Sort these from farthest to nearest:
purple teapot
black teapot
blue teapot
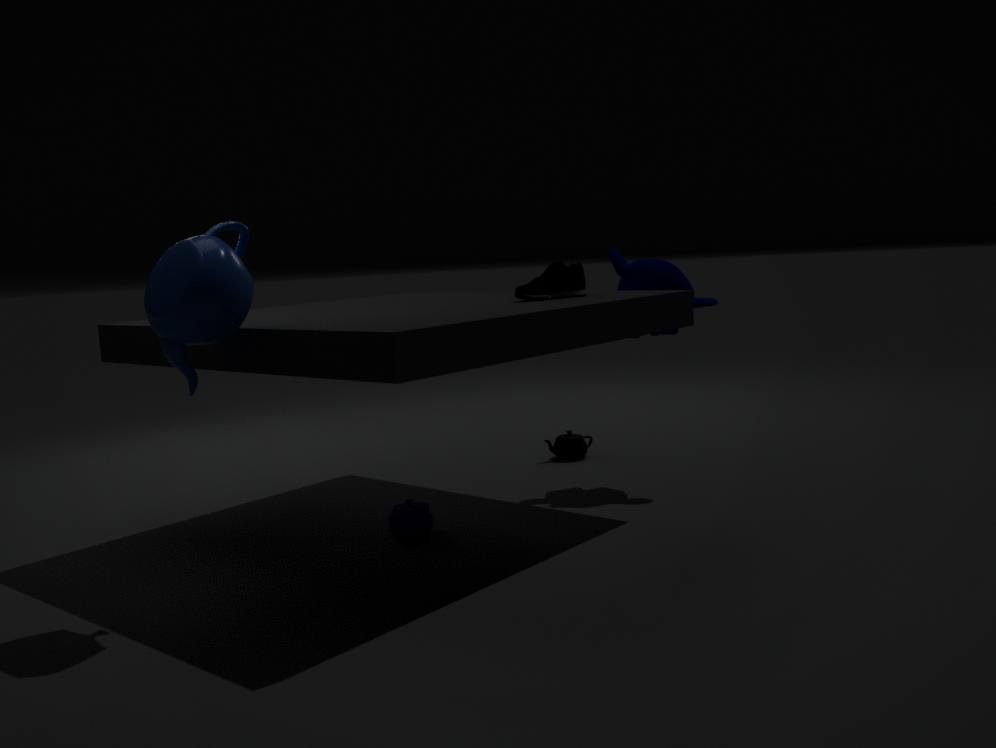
1. black teapot
2. purple teapot
3. blue teapot
